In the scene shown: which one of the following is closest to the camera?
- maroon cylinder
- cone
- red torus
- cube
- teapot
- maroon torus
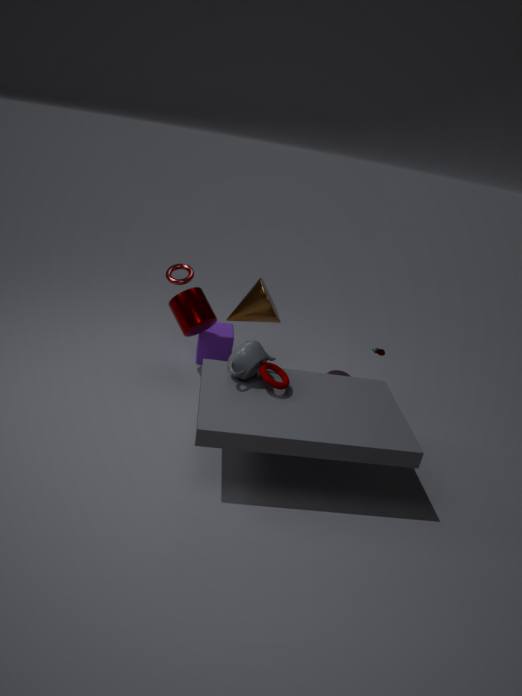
maroon torus
